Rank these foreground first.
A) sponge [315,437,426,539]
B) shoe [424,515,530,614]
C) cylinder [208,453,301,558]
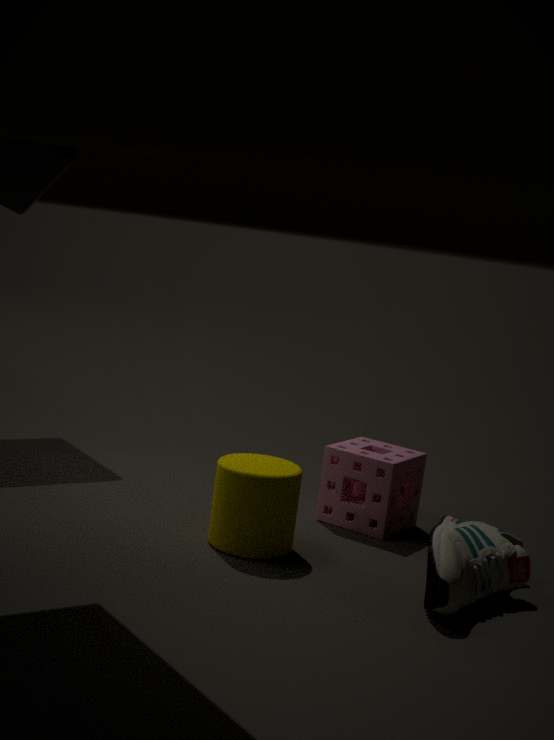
shoe [424,515,530,614]
cylinder [208,453,301,558]
sponge [315,437,426,539]
